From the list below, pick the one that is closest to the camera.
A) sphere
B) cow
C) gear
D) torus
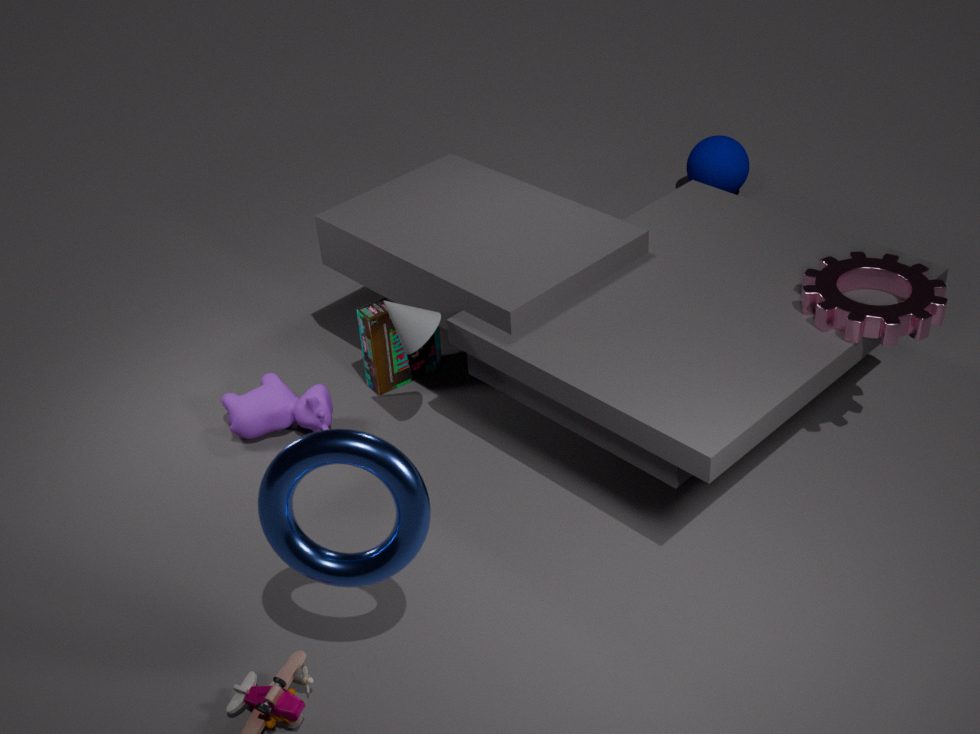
torus
